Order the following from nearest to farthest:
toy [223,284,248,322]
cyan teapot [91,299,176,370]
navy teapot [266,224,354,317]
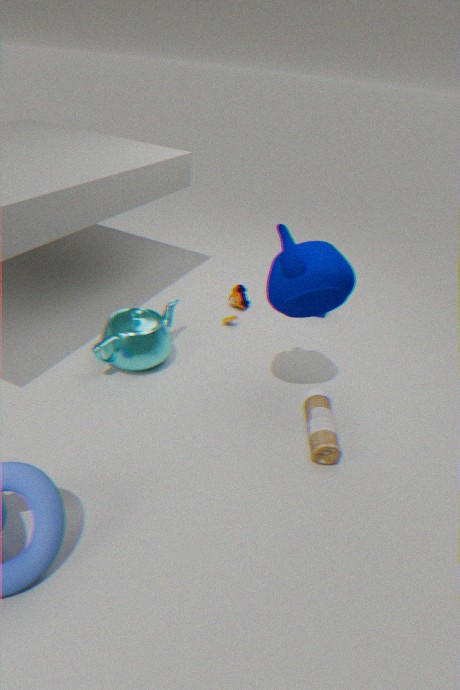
navy teapot [266,224,354,317] → cyan teapot [91,299,176,370] → toy [223,284,248,322]
